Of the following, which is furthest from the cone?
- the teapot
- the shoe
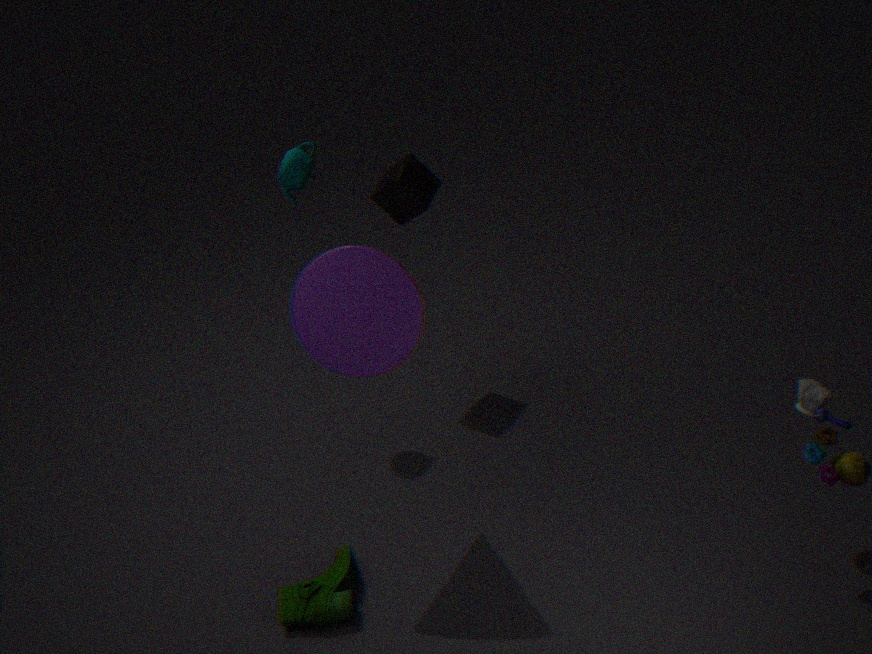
the shoe
